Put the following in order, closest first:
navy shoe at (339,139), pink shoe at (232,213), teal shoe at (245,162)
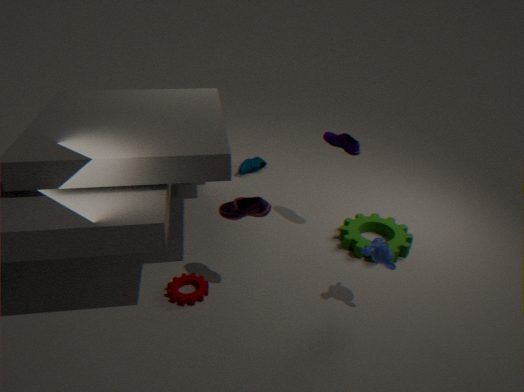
pink shoe at (232,213) < navy shoe at (339,139) < teal shoe at (245,162)
